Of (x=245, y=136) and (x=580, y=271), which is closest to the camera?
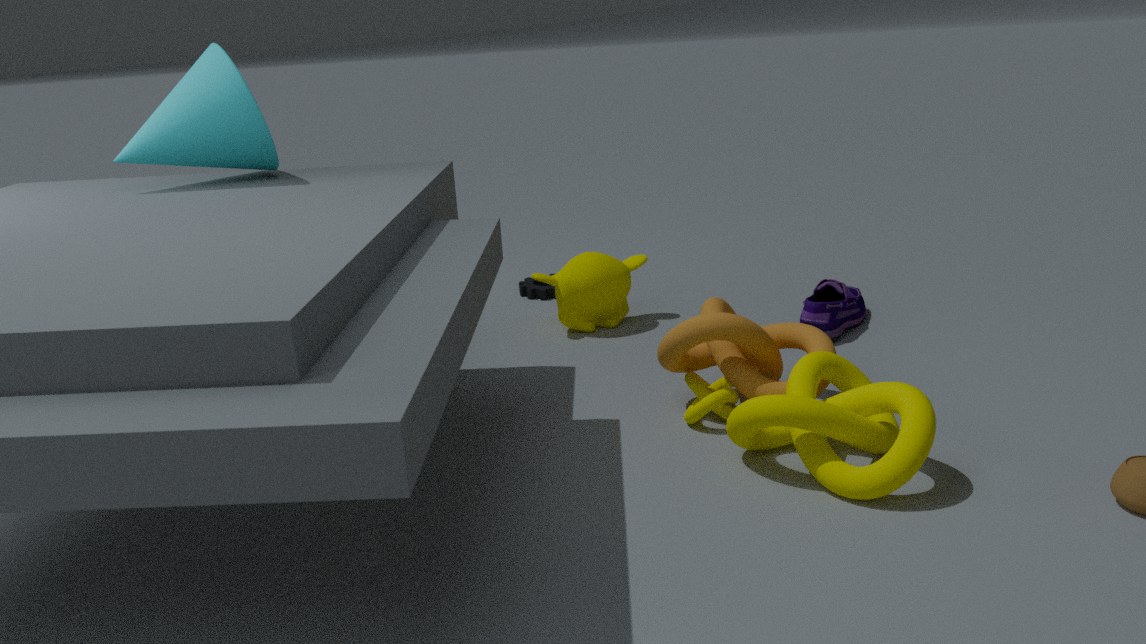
(x=245, y=136)
